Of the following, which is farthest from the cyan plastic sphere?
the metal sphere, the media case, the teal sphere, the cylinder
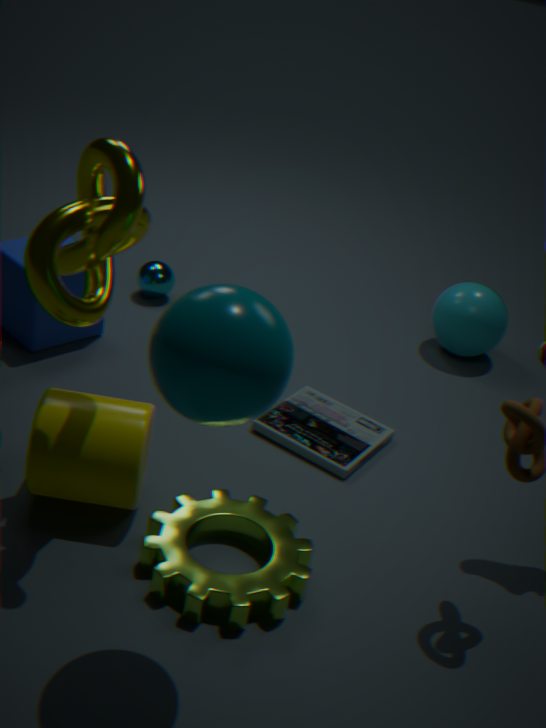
the teal sphere
